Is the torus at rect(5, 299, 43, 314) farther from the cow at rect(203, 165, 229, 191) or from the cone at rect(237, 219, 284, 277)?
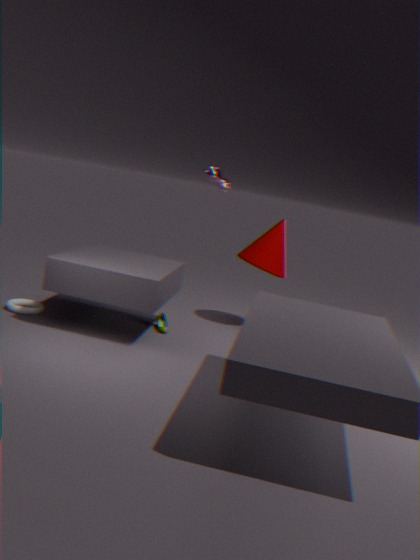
the cow at rect(203, 165, 229, 191)
